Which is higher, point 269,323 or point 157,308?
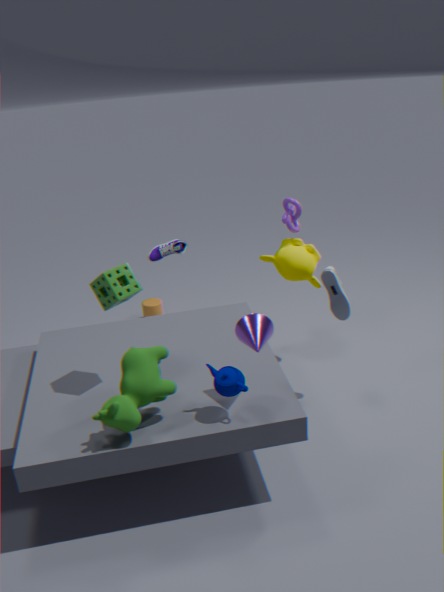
point 269,323
